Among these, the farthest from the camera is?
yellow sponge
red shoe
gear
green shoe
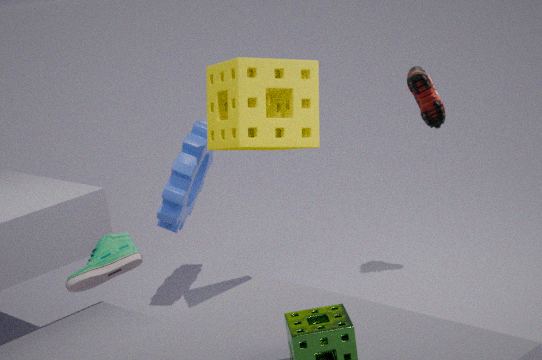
gear
